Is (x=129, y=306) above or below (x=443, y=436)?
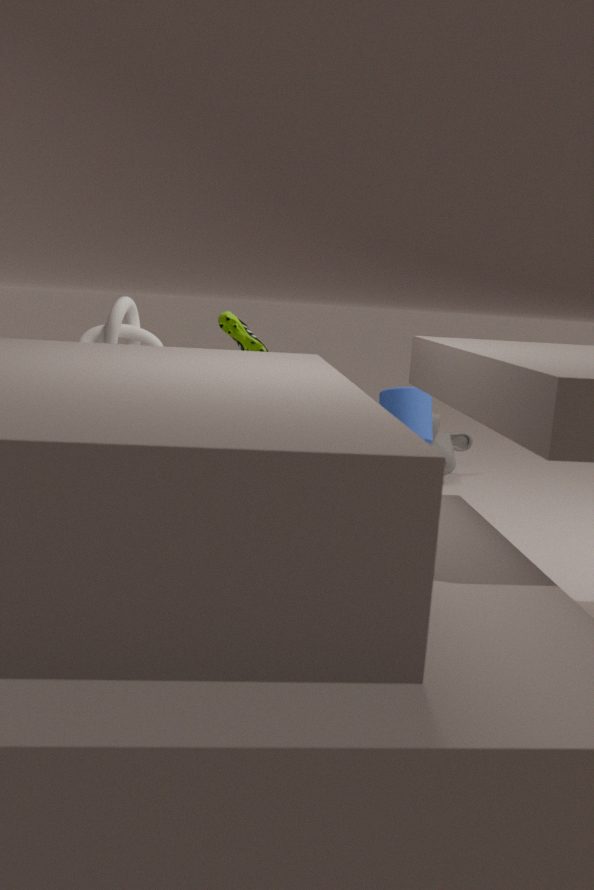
above
